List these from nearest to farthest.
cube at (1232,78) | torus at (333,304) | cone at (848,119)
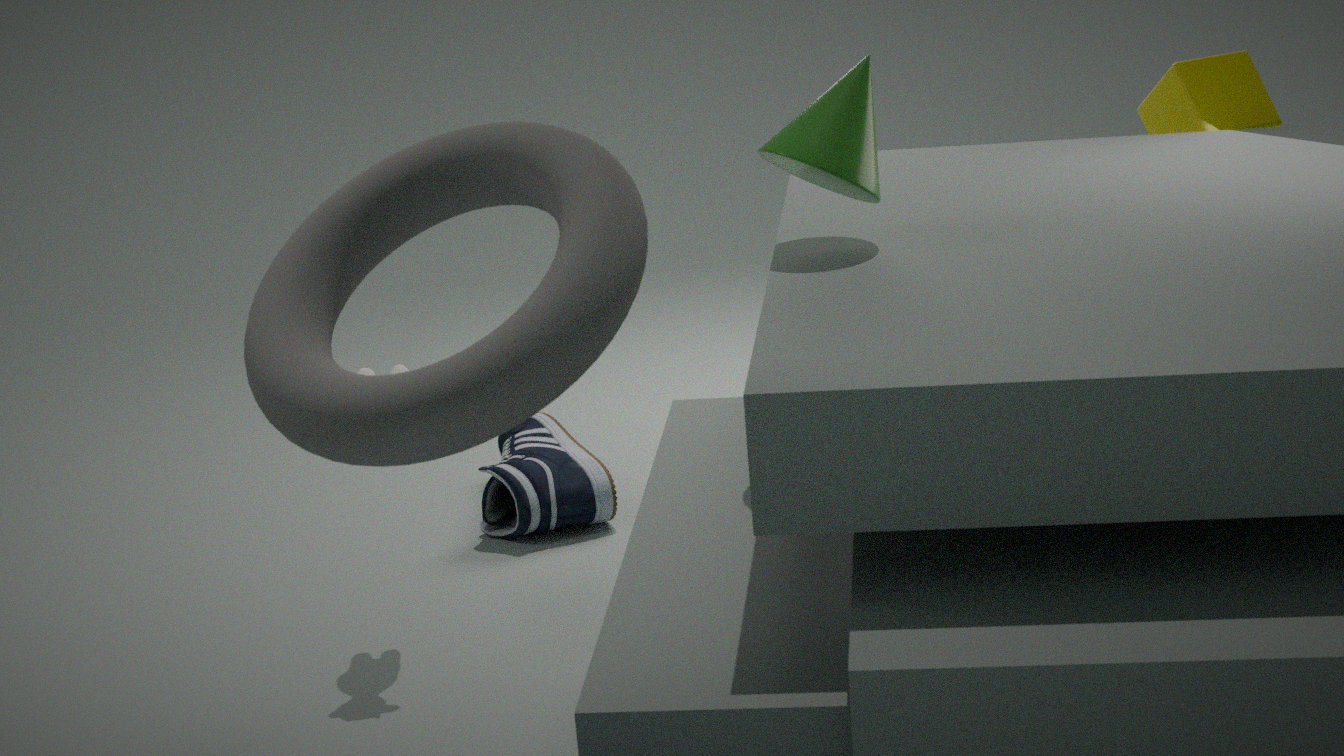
1. torus at (333,304)
2. cone at (848,119)
3. cube at (1232,78)
